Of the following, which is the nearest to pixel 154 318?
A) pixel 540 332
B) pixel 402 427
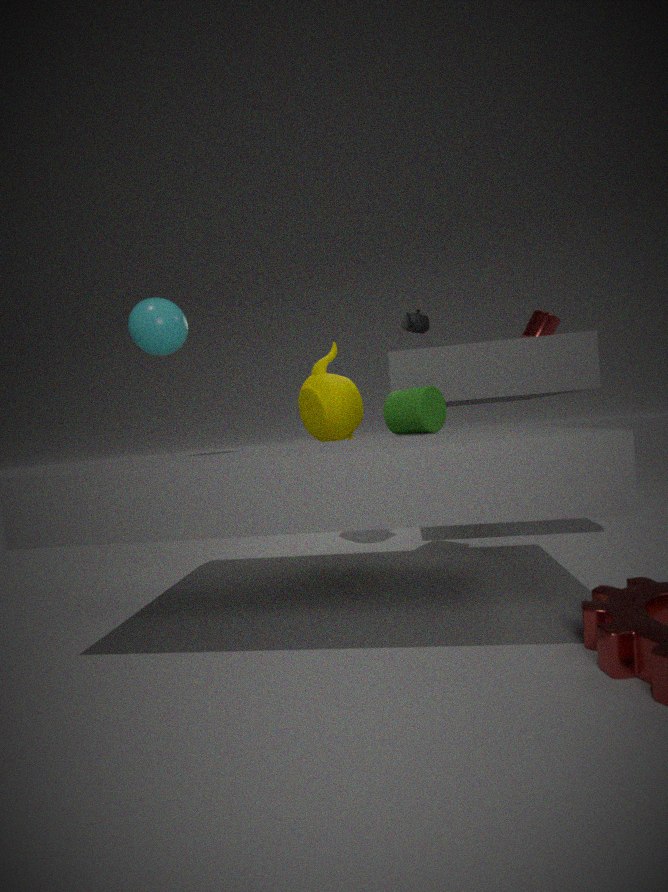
pixel 402 427
